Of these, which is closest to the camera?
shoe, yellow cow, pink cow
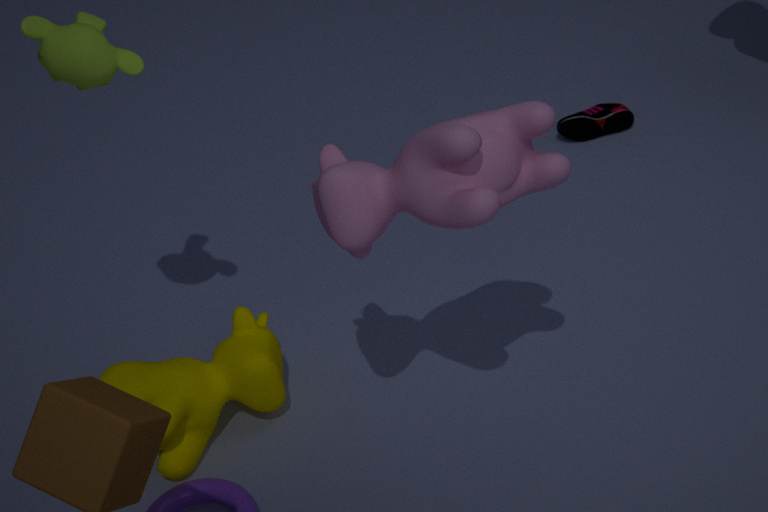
pink cow
